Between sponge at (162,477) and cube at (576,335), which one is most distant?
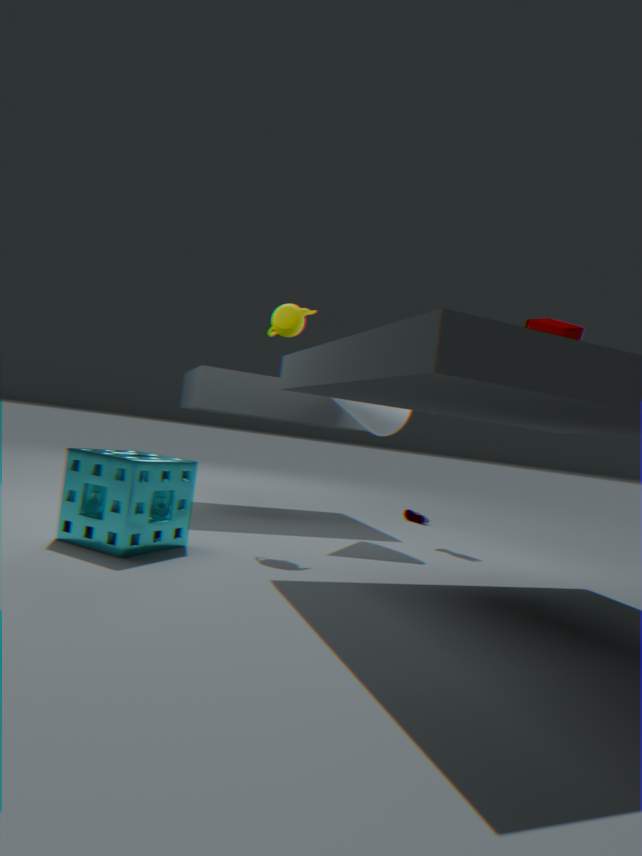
cube at (576,335)
